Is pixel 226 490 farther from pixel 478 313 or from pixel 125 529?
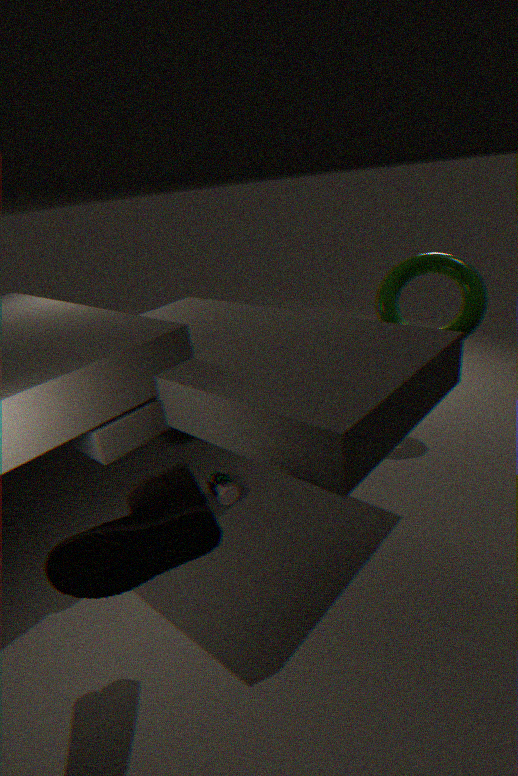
pixel 478 313
